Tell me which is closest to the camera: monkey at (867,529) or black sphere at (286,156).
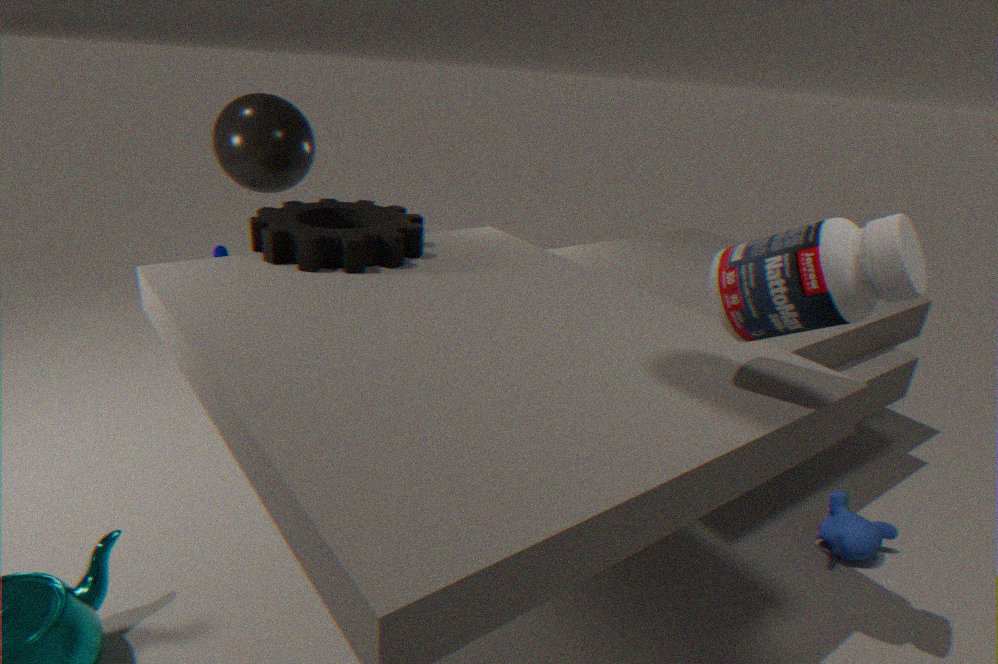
monkey at (867,529)
